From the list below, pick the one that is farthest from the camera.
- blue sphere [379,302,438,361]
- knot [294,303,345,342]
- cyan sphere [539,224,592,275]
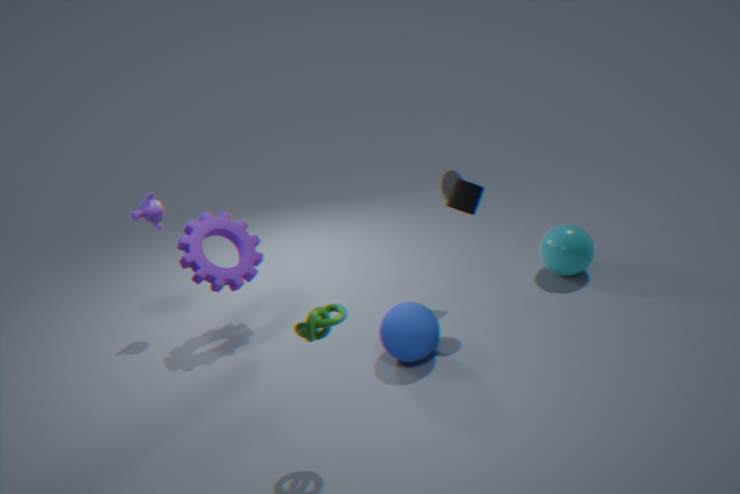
cyan sphere [539,224,592,275]
